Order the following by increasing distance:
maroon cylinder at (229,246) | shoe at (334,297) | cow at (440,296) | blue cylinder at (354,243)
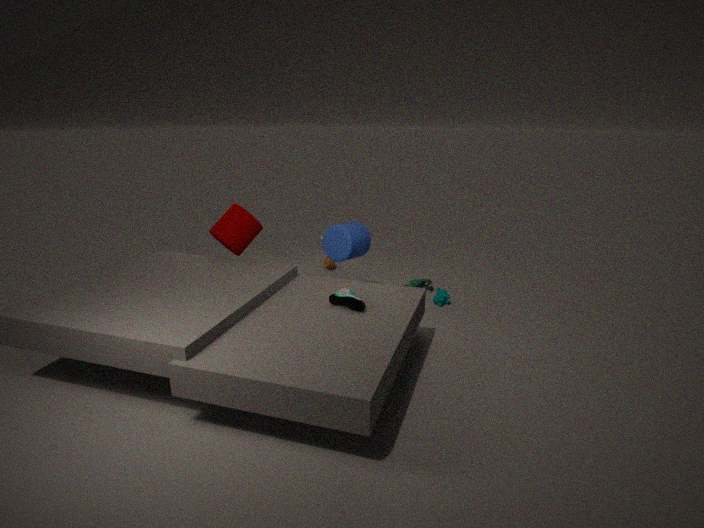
shoe at (334,297) < maroon cylinder at (229,246) < blue cylinder at (354,243) < cow at (440,296)
